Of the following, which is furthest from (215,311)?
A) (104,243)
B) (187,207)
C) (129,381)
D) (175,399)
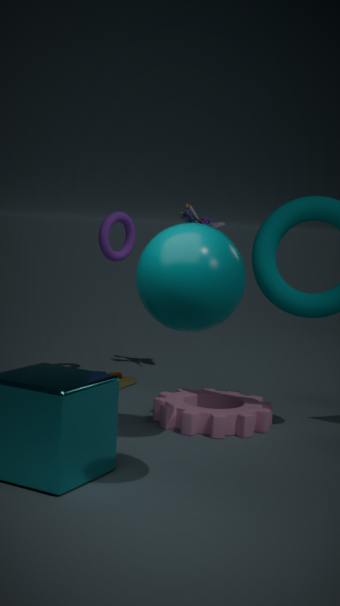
(187,207)
